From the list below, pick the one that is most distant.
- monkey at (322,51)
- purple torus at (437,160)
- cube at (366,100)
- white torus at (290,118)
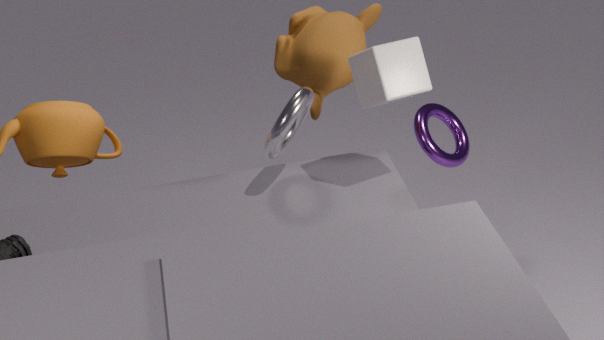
purple torus at (437,160)
